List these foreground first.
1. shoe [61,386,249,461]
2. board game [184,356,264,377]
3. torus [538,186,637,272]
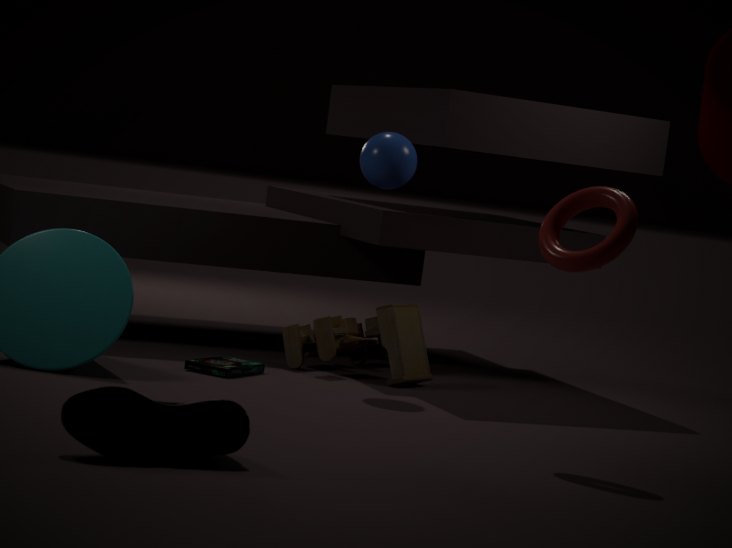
1. shoe [61,386,249,461]
2. torus [538,186,637,272]
3. board game [184,356,264,377]
